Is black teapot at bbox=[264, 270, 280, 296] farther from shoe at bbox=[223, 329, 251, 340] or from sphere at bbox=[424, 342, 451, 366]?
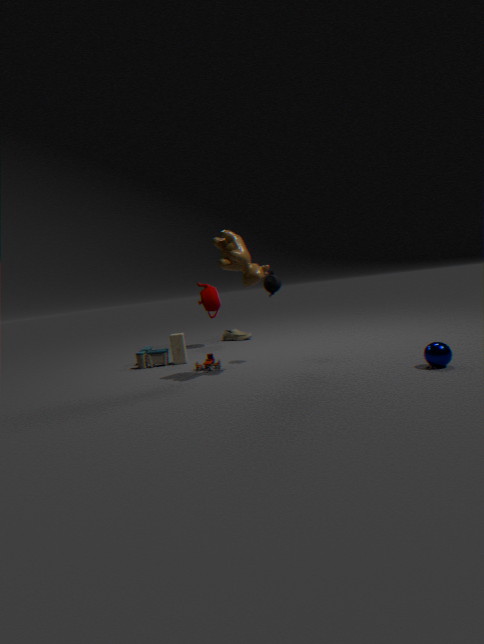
shoe at bbox=[223, 329, 251, 340]
